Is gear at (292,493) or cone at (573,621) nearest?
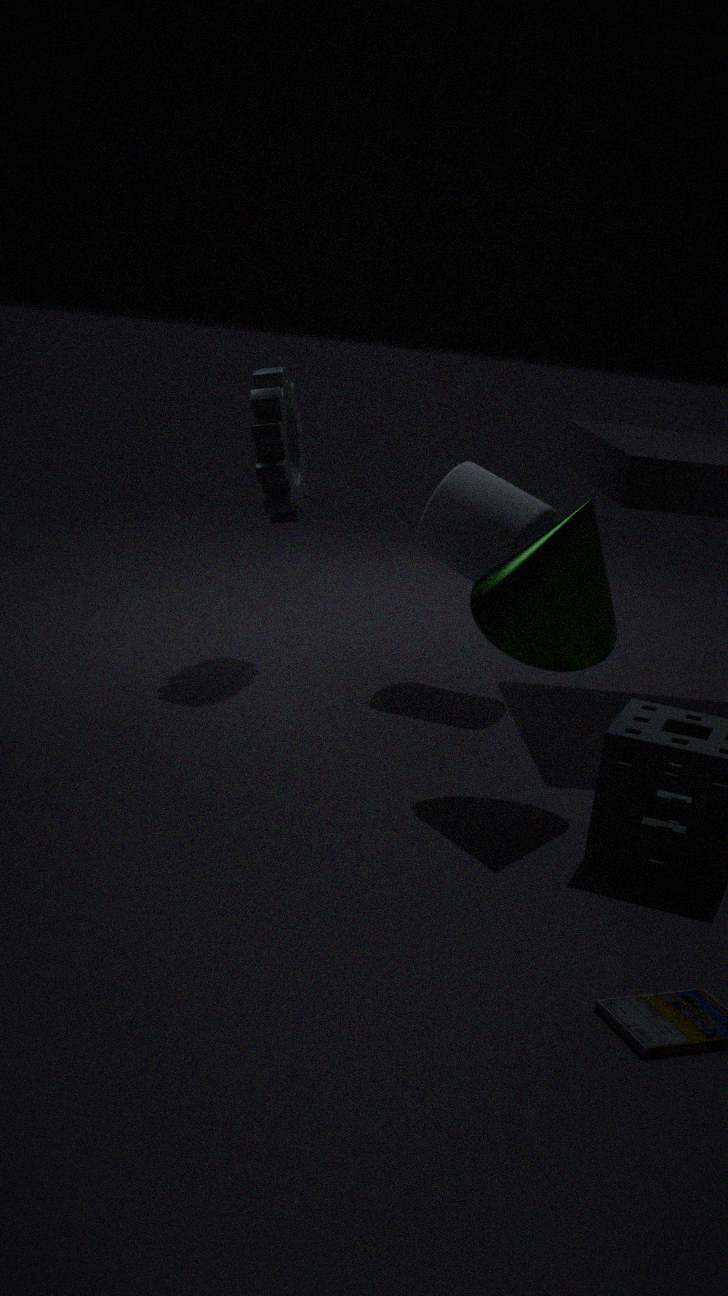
cone at (573,621)
